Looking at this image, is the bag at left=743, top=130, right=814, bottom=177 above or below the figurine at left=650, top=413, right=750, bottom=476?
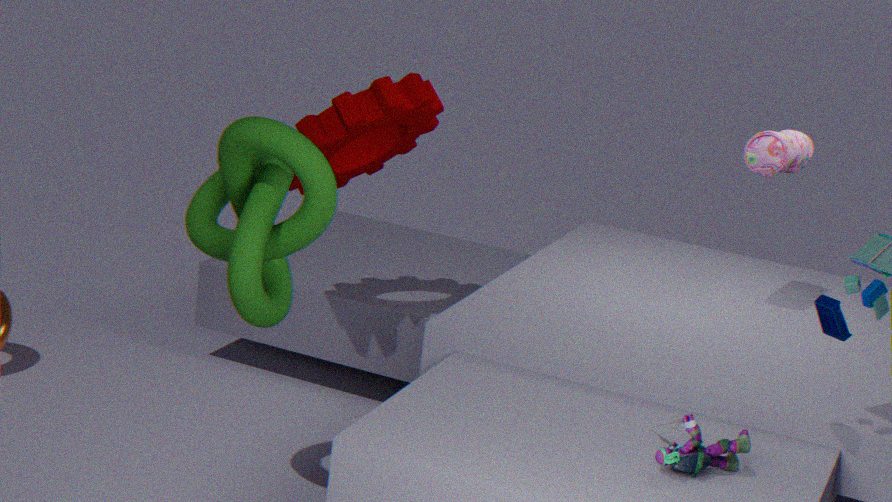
above
